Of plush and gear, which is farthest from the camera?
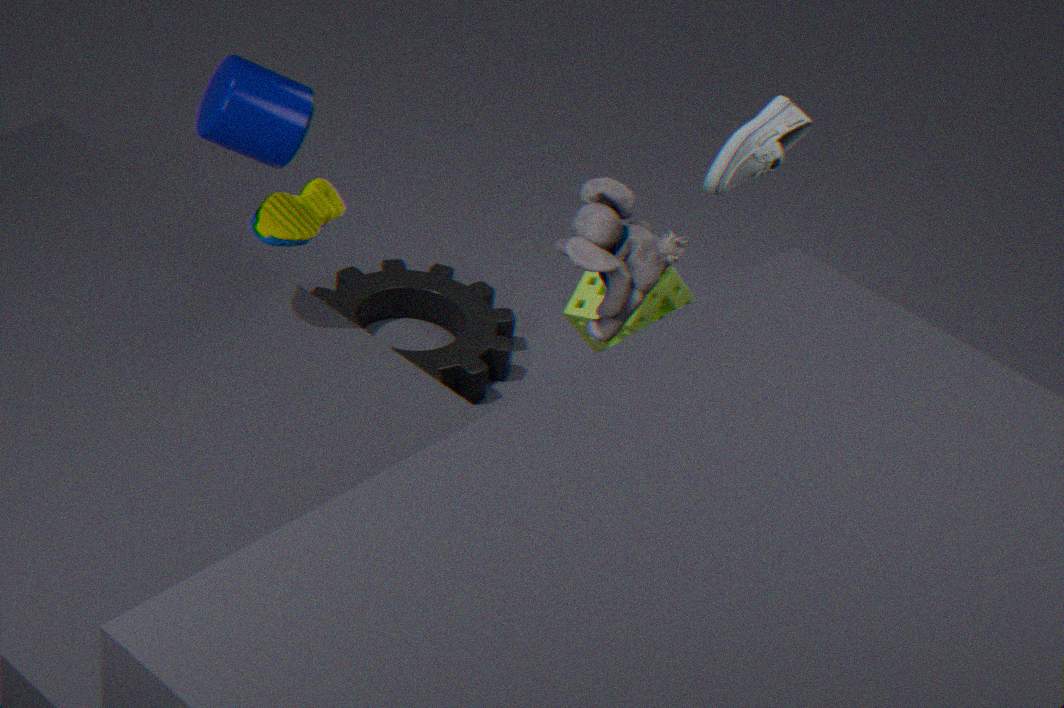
gear
